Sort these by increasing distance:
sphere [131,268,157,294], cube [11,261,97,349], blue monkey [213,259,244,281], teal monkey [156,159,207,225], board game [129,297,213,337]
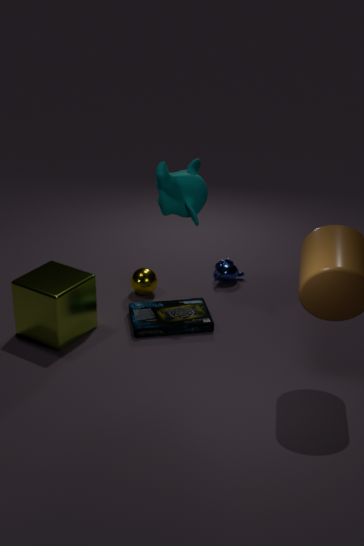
cube [11,261,97,349]
teal monkey [156,159,207,225]
board game [129,297,213,337]
sphere [131,268,157,294]
blue monkey [213,259,244,281]
